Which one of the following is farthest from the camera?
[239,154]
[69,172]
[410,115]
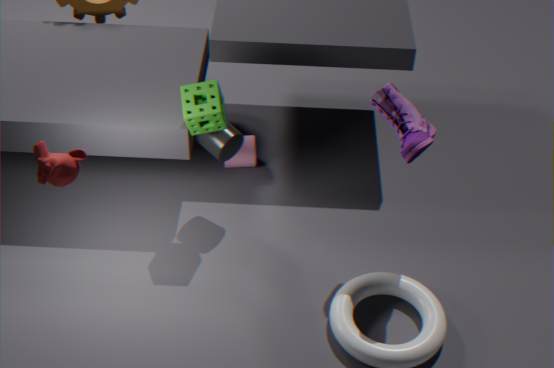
[239,154]
